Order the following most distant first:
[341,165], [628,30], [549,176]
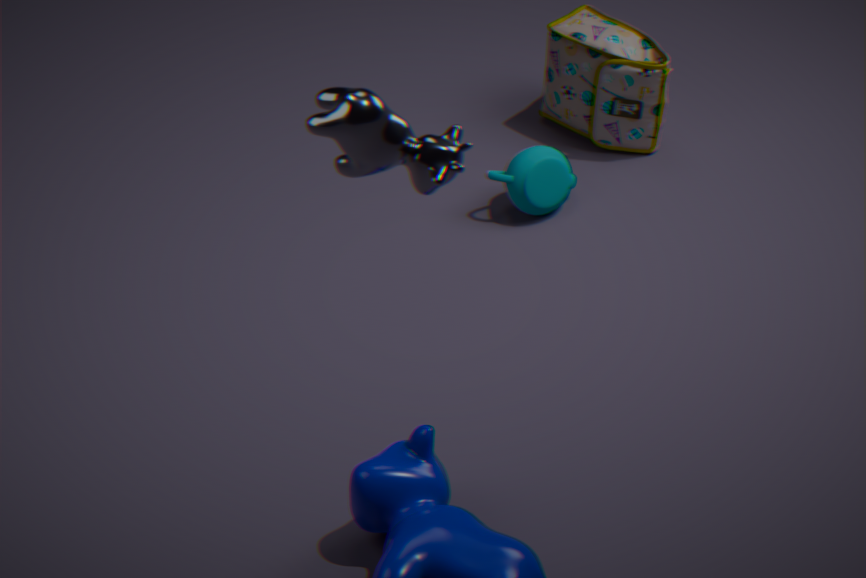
[628,30]
[549,176]
[341,165]
